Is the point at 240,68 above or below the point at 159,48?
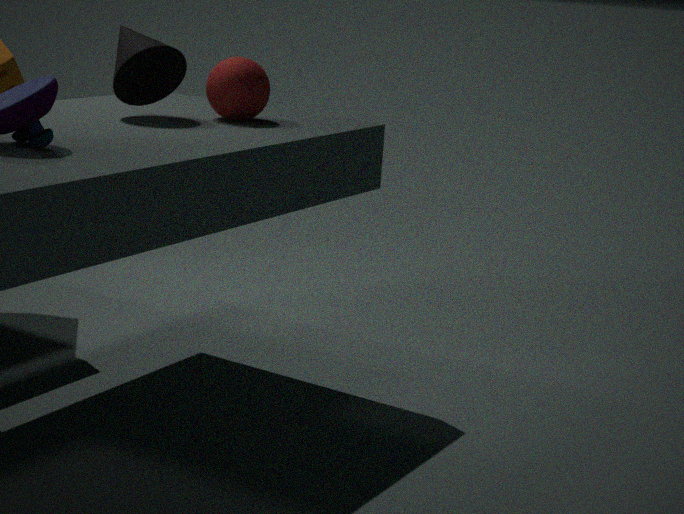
below
